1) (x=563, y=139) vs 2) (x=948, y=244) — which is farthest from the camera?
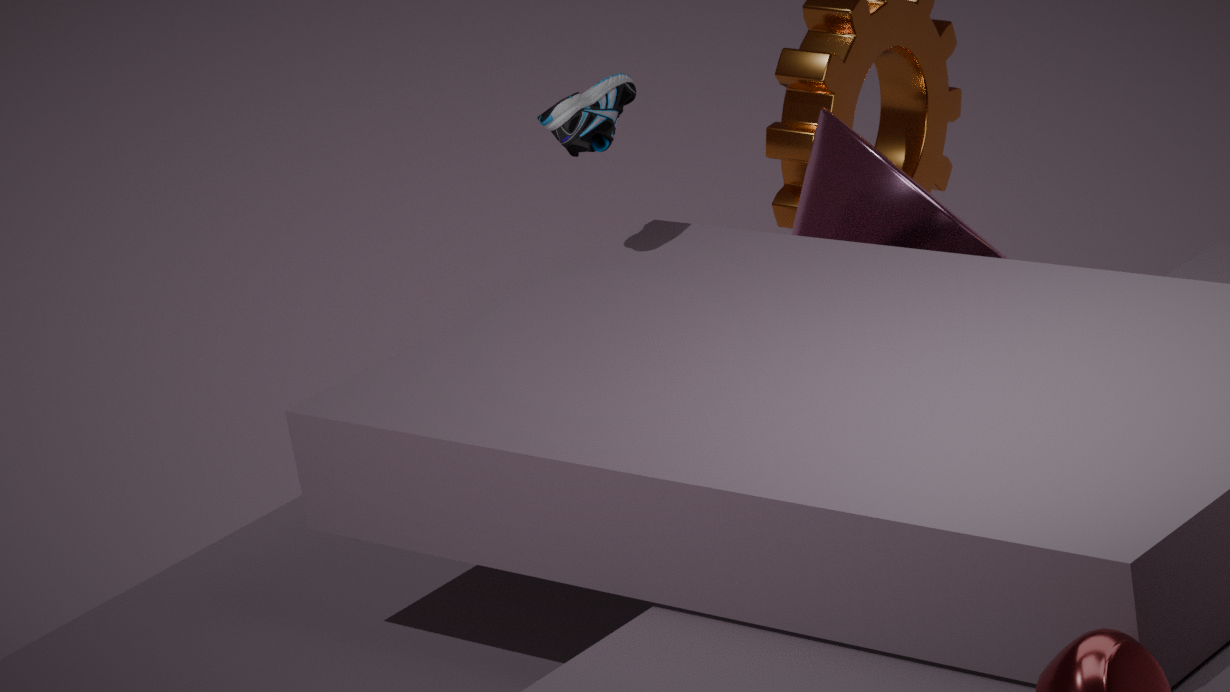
2. (x=948, y=244)
